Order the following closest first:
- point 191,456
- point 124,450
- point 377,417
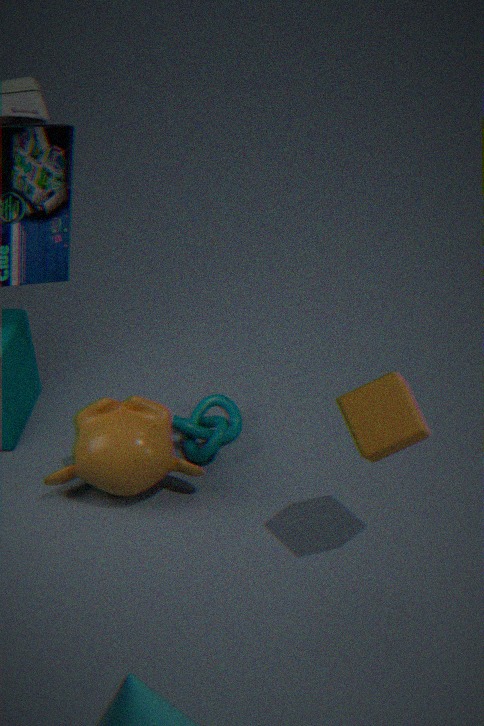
point 377,417 → point 124,450 → point 191,456
